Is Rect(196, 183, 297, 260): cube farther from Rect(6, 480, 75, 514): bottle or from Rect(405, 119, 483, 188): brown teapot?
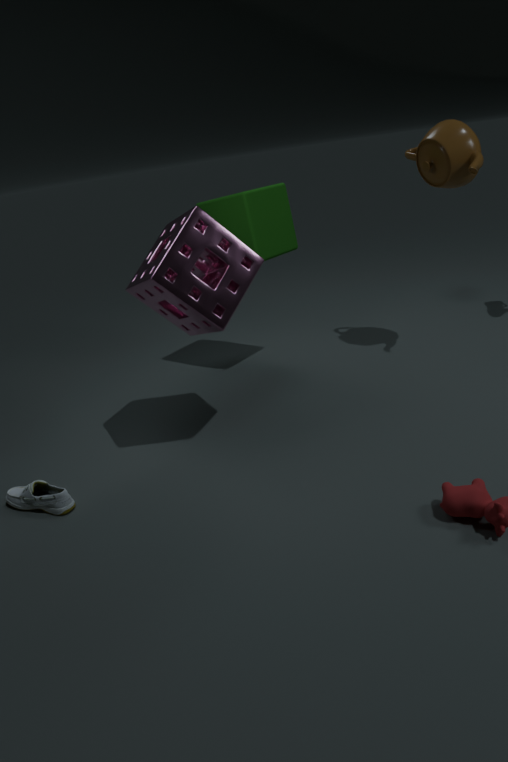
Rect(6, 480, 75, 514): bottle
